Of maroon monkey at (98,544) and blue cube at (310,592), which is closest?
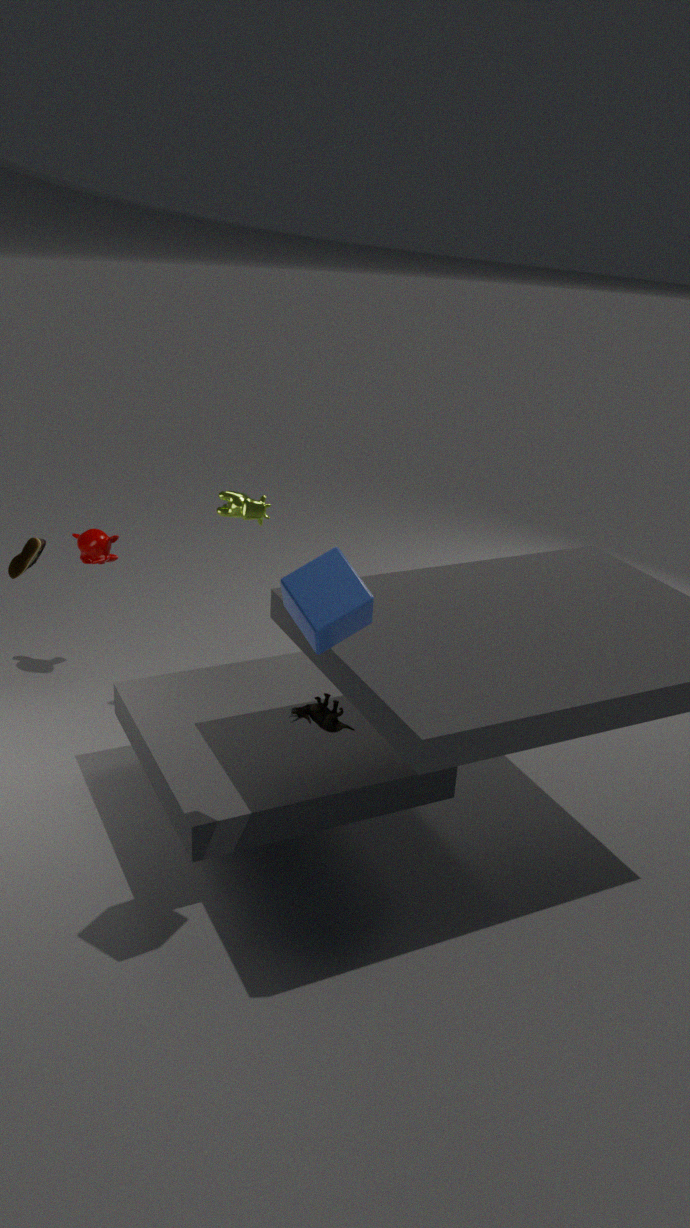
blue cube at (310,592)
